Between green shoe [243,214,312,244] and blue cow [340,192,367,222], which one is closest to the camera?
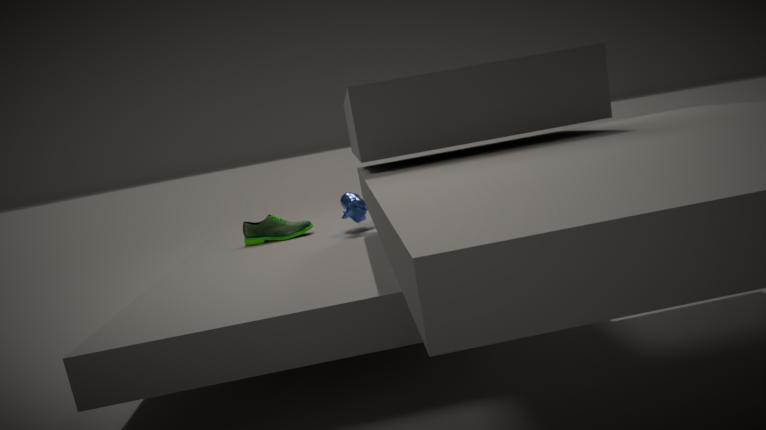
blue cow [340,192,367,222]
